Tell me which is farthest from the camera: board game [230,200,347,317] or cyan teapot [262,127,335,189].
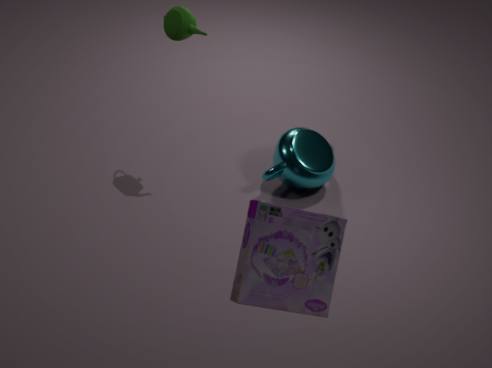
cyan teapot [262,127,335,189]
